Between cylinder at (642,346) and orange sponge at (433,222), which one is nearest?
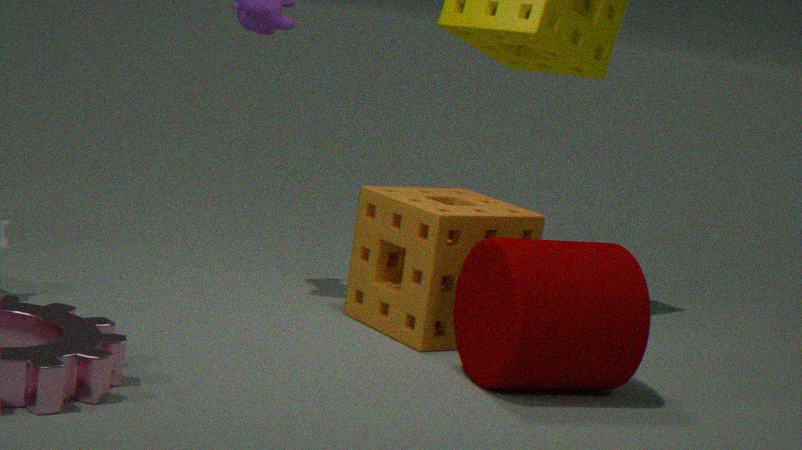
cylinder at (642,346)
